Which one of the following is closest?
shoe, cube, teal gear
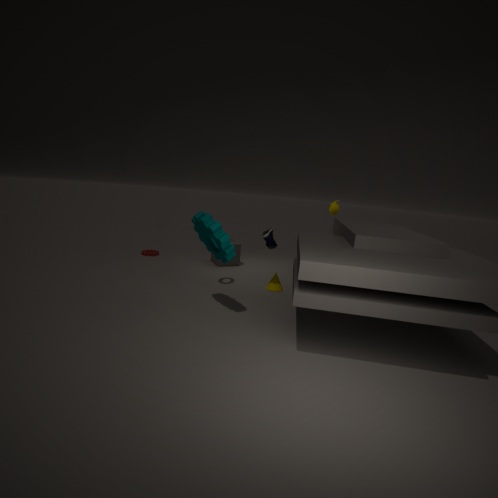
teal gear
